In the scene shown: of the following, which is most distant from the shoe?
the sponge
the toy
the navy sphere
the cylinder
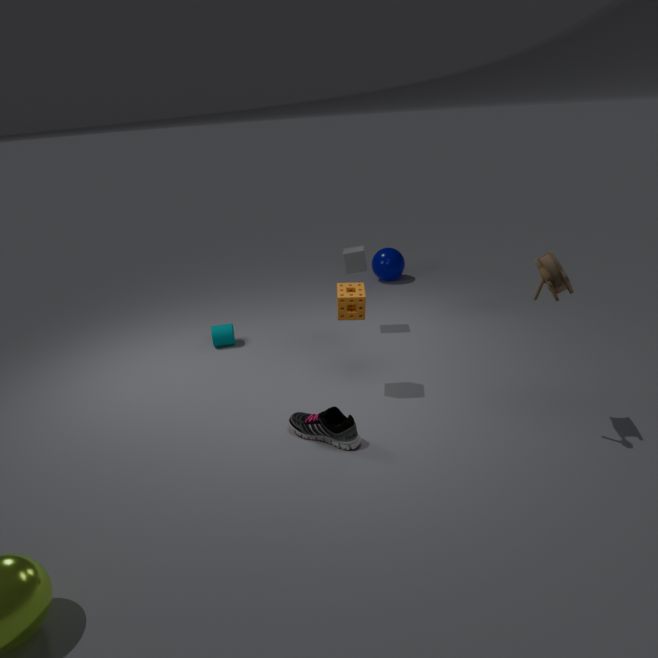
the navy sphere
